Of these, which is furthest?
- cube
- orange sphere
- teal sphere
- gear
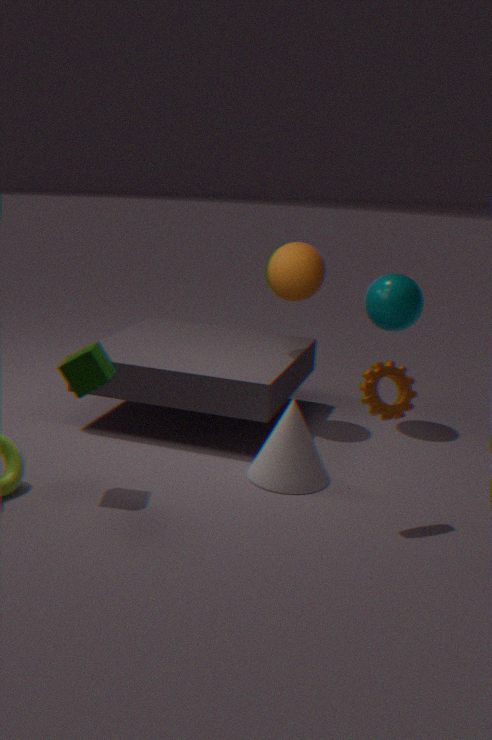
teal sphere
